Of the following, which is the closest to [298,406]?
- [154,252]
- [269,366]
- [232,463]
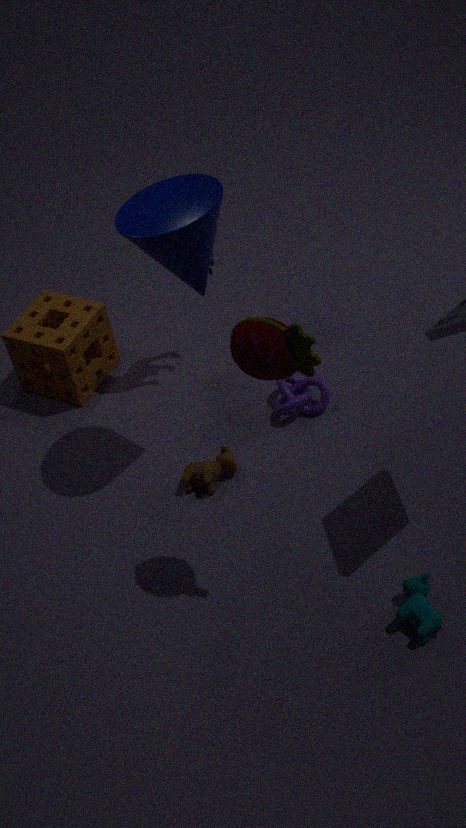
[232,463]
